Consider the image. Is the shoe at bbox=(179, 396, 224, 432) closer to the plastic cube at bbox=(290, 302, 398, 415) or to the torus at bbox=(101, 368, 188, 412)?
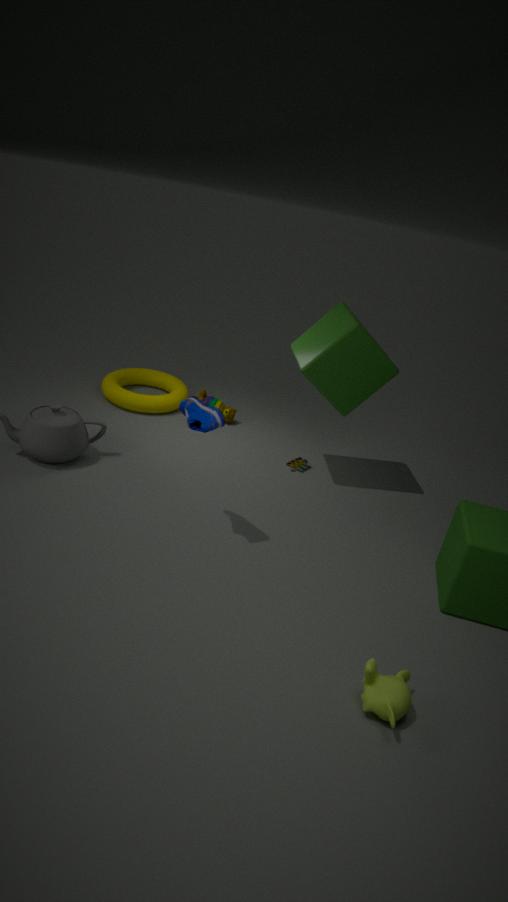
the plastic cube at bbox=(290, 302, 398, 415)
